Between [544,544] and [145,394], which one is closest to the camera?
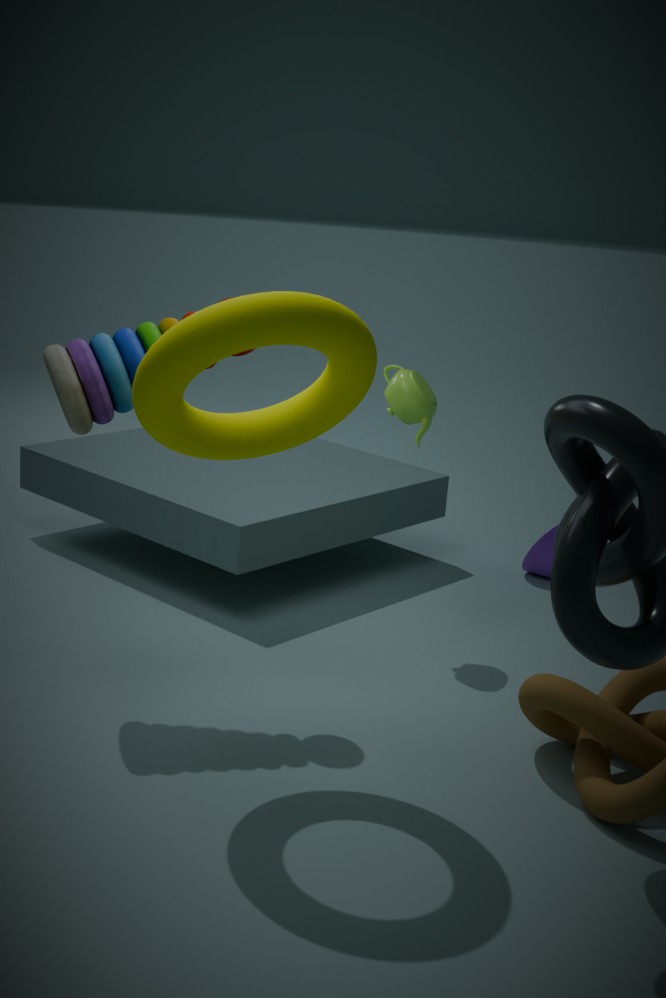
[145,394]
